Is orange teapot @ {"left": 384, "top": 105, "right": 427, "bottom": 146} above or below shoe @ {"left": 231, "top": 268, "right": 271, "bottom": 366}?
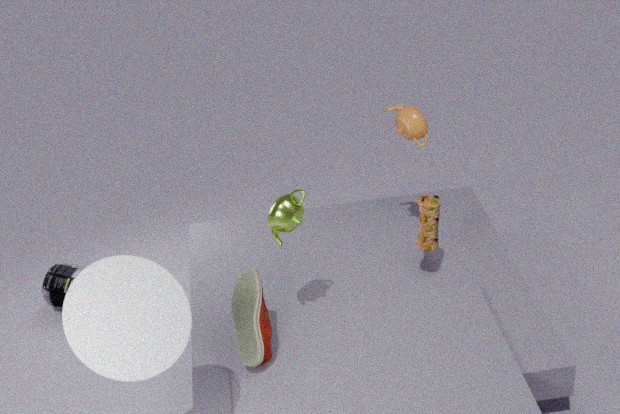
above
